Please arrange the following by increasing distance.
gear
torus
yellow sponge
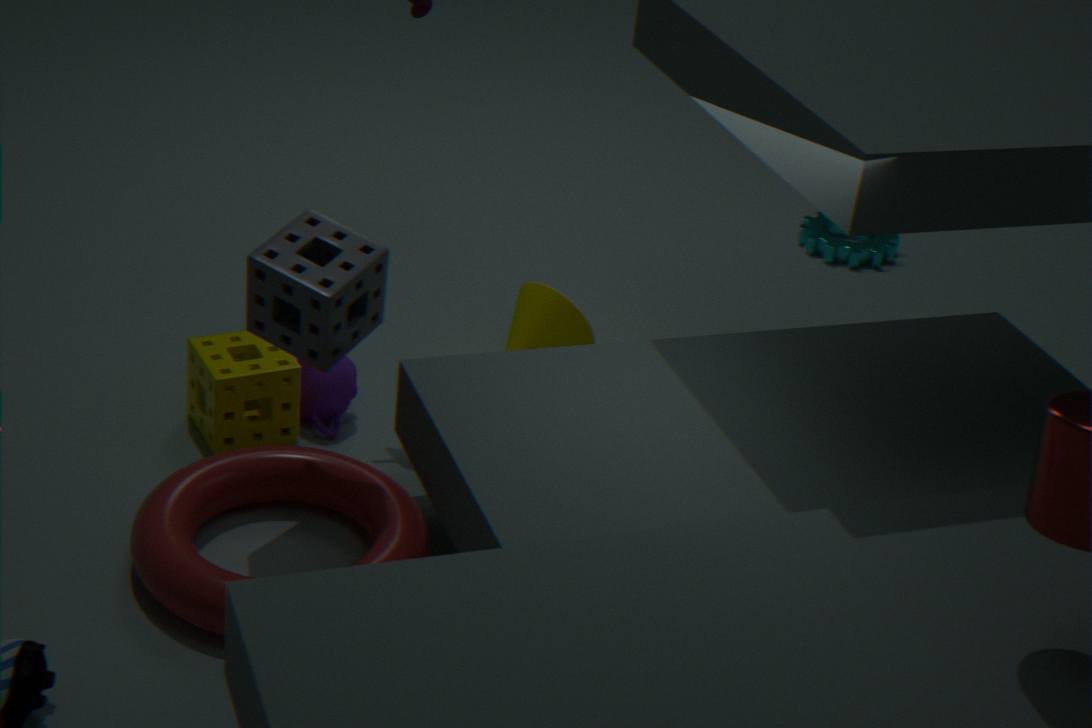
1. torus
2. yellow sponge
3. gear
